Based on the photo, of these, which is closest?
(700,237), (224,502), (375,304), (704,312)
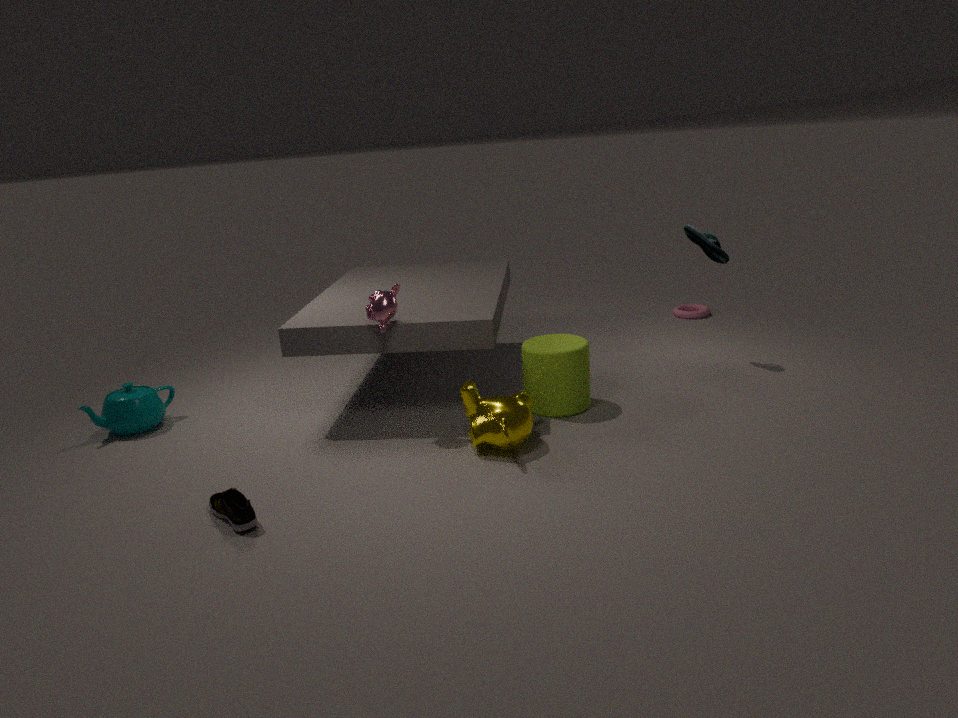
(224,502)
